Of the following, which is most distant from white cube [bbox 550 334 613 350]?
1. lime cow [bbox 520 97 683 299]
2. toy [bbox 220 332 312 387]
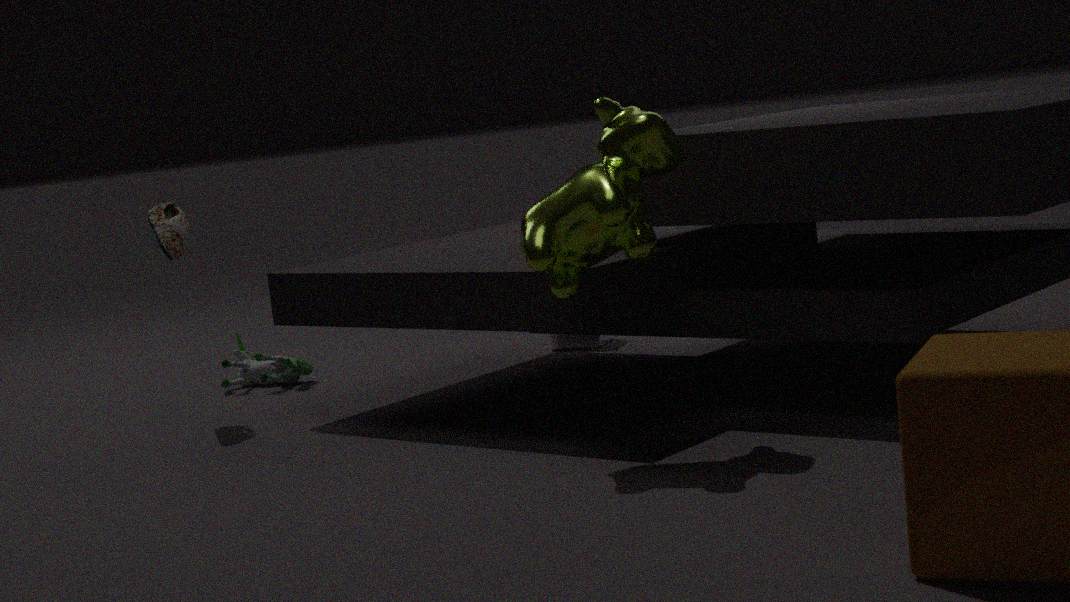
lime cow [bbox 520 97 683 299]
